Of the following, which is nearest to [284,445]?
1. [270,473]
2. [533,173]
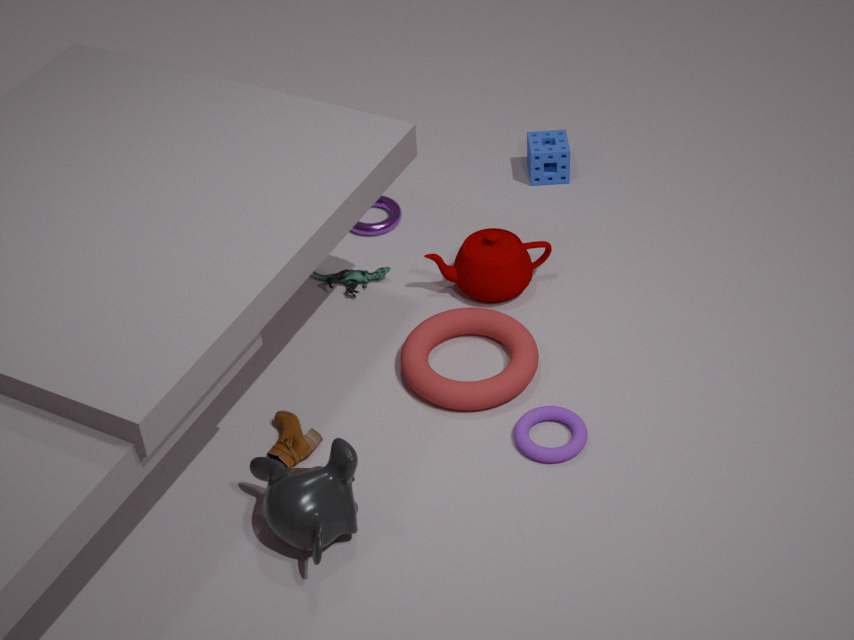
[270,473]
